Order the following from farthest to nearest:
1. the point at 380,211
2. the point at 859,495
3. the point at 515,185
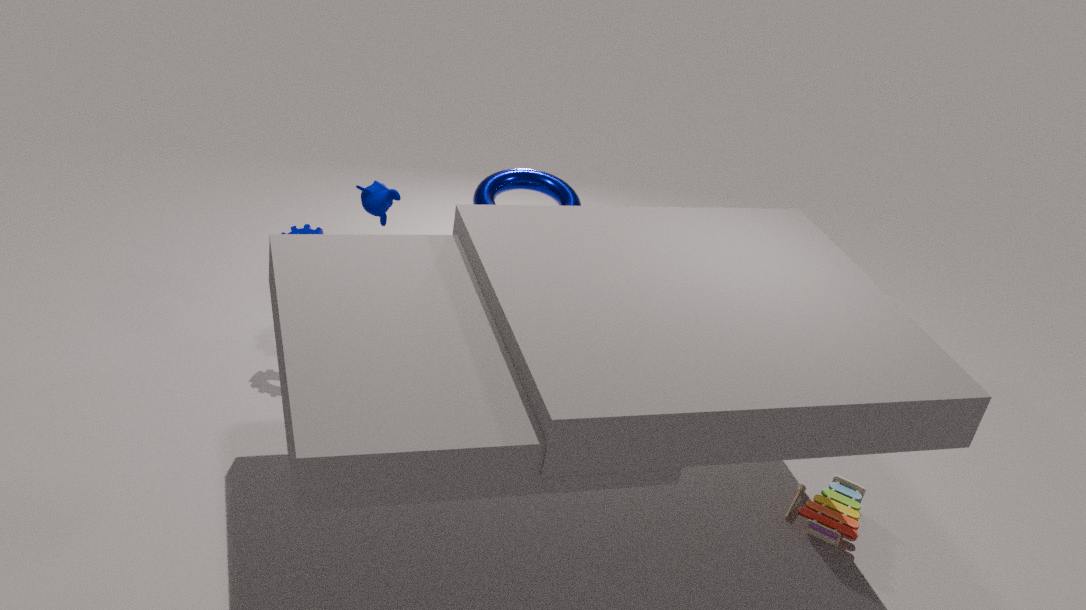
the point at 515,185
the point at 380,211
the point at 859,495
